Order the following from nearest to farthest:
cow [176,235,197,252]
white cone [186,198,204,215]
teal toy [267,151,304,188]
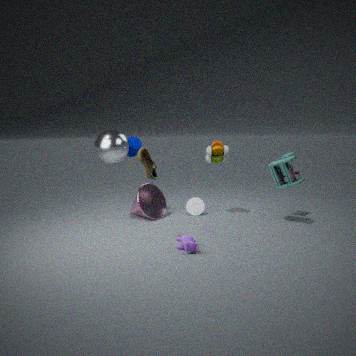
cow [176,235,197,252], teal toy [267,151,304,188], white cone [186,198,204,215]
